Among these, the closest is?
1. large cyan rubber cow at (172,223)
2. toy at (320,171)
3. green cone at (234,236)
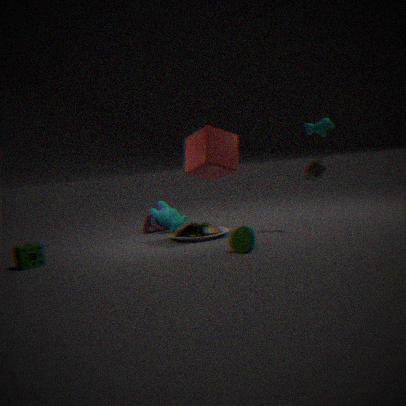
green cone at (234,236)
